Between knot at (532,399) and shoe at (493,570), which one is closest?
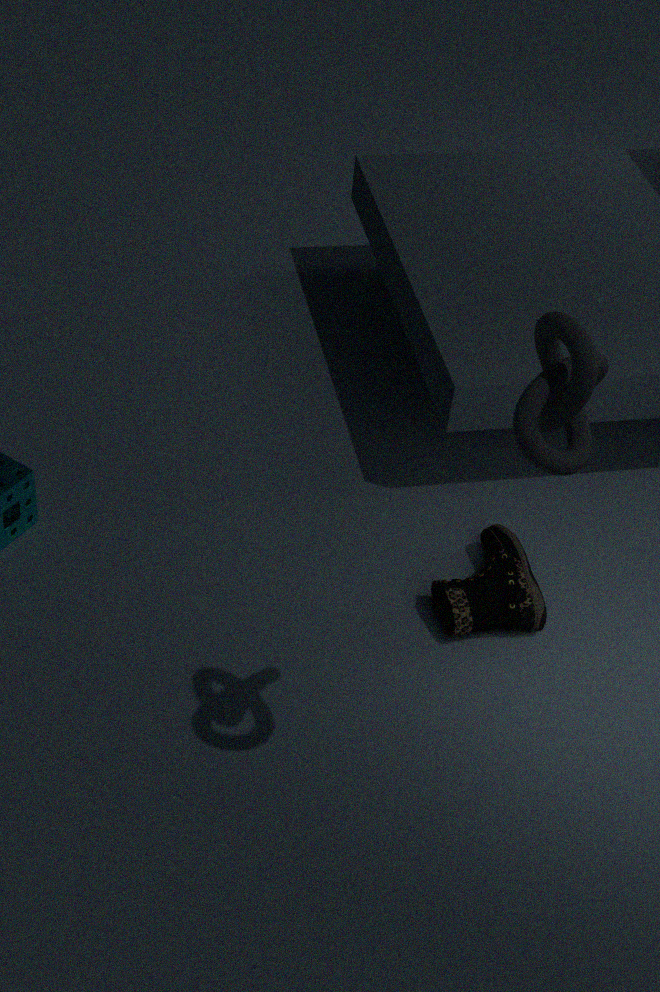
knot at (532,399)
